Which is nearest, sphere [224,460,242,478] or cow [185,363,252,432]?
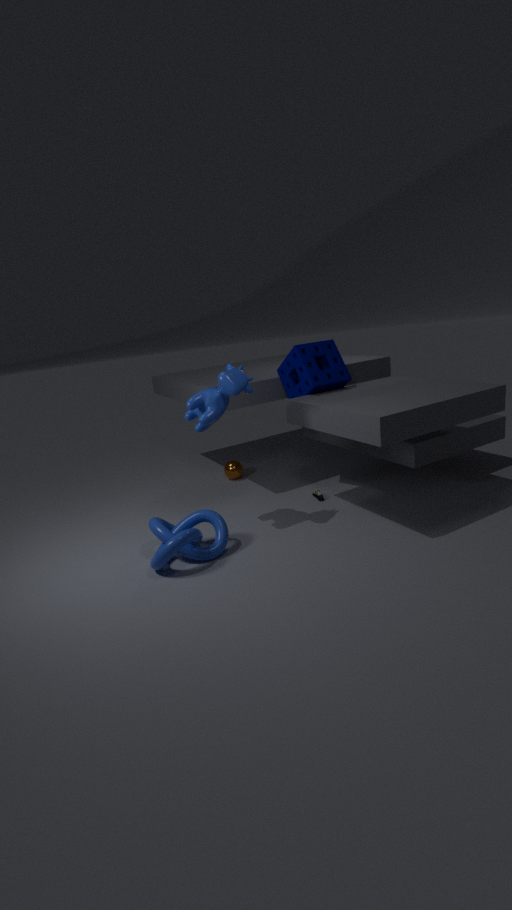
cow [185,363,252,432]
